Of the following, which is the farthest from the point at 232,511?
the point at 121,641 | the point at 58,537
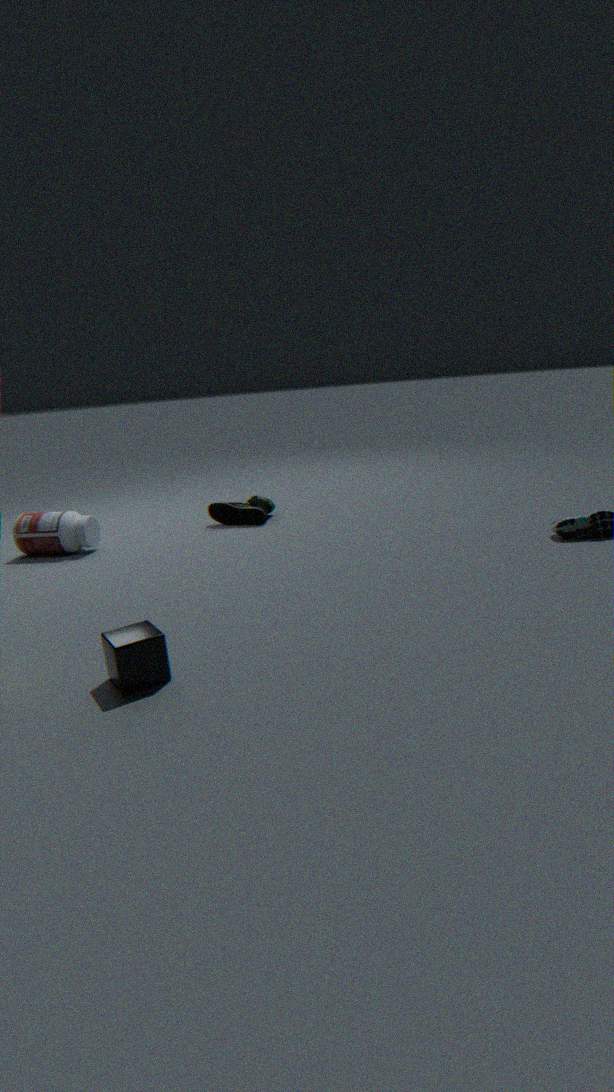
the point at 121,641
